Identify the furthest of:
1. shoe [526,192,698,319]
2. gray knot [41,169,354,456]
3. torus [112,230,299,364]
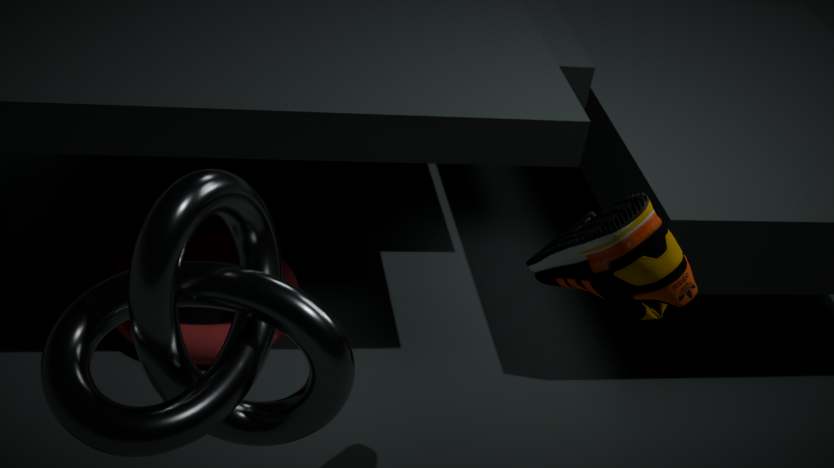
torus [112,230,299,364]
